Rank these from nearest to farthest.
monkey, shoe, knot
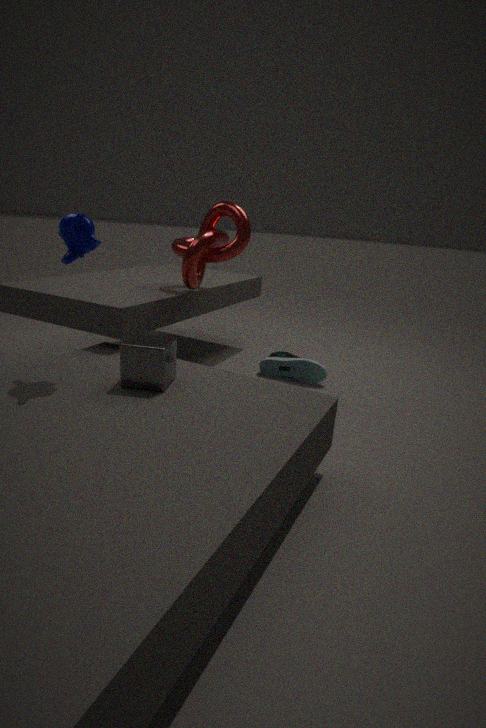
monkey → knot → shoe
